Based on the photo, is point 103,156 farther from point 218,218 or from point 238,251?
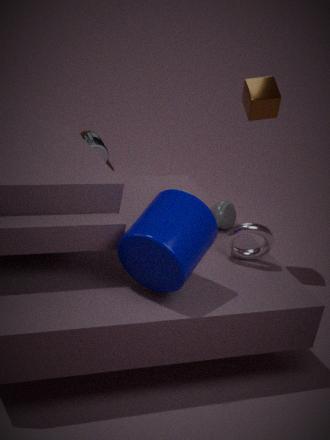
point 238,251
